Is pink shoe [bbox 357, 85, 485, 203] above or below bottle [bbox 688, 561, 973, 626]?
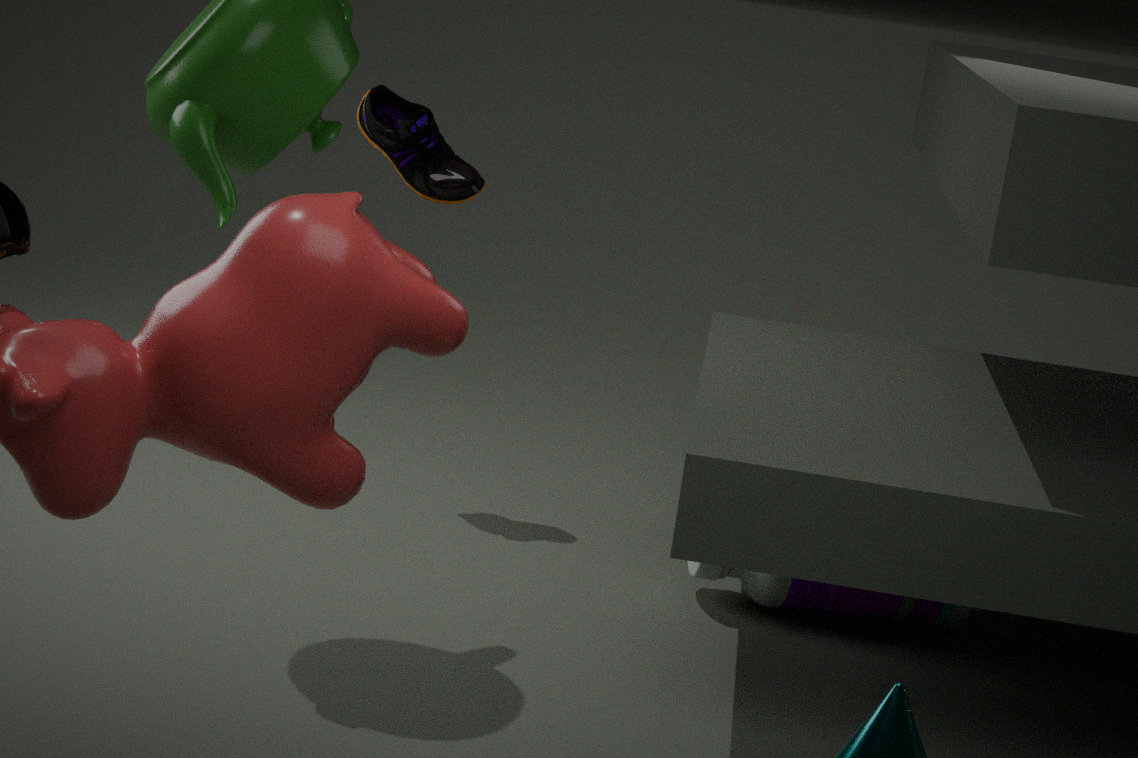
above
